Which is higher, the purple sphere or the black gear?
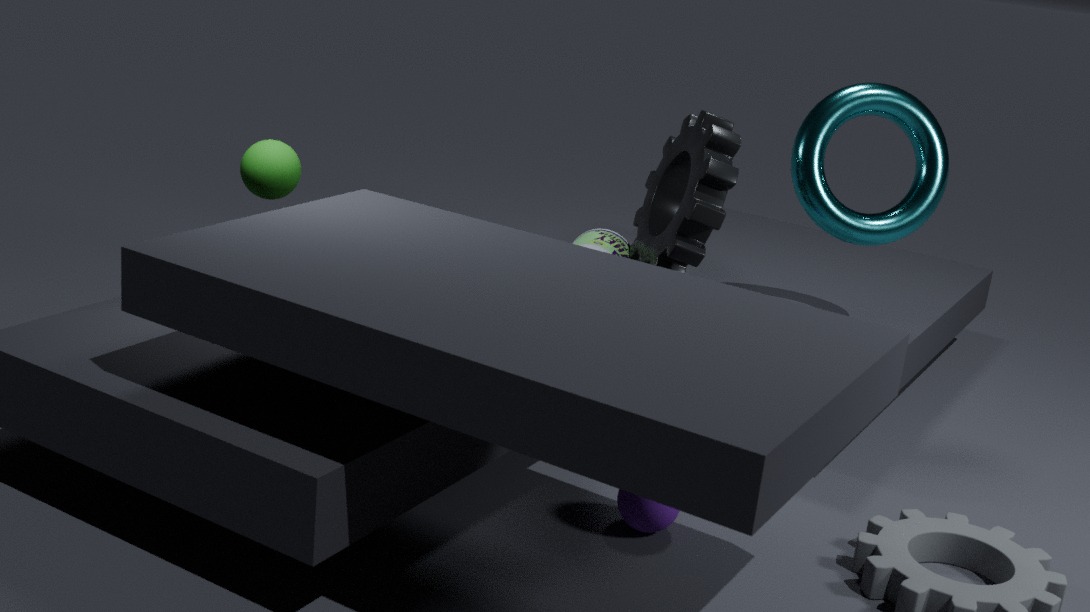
the black gear
